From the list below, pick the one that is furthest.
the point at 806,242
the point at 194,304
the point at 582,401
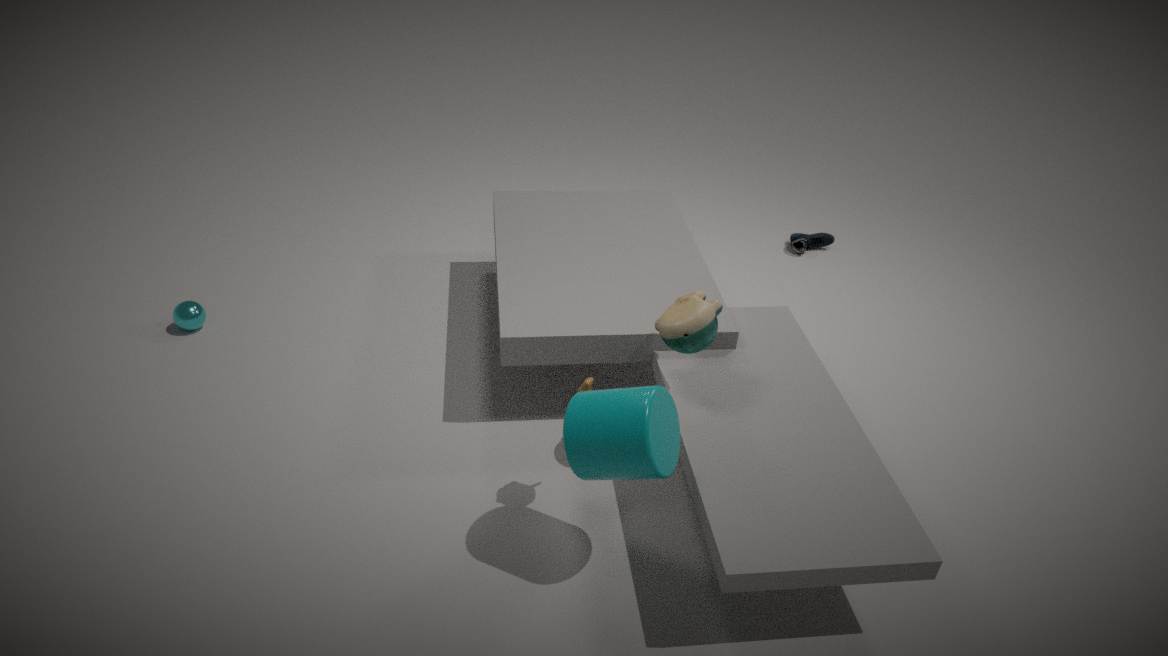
the point at 806,242
